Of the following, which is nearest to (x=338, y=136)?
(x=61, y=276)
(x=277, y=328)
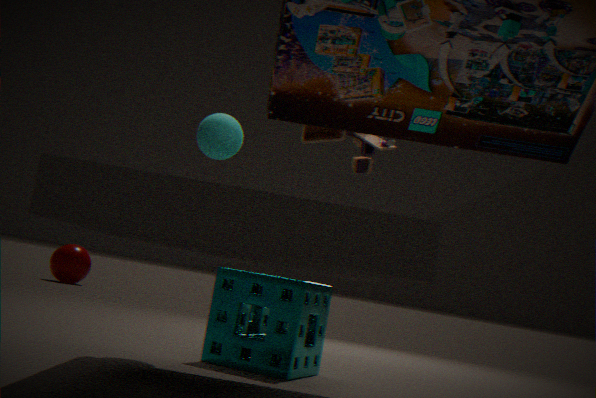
(x=277, y=328)
